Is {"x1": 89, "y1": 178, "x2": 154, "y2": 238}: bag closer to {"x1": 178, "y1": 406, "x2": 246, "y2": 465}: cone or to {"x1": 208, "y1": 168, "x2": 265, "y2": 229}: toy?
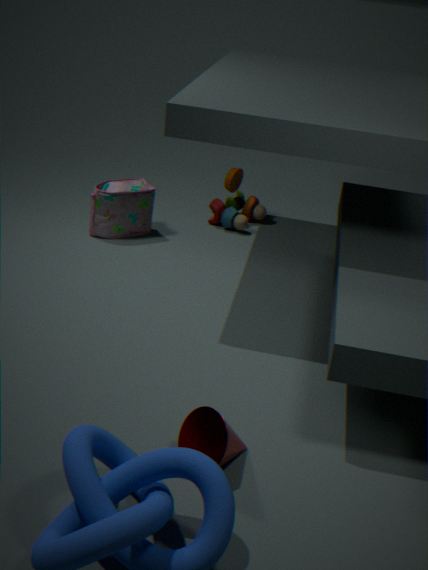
{"x1": 208, "y1": 168, "x2": 265, "y2": 229}: toy
